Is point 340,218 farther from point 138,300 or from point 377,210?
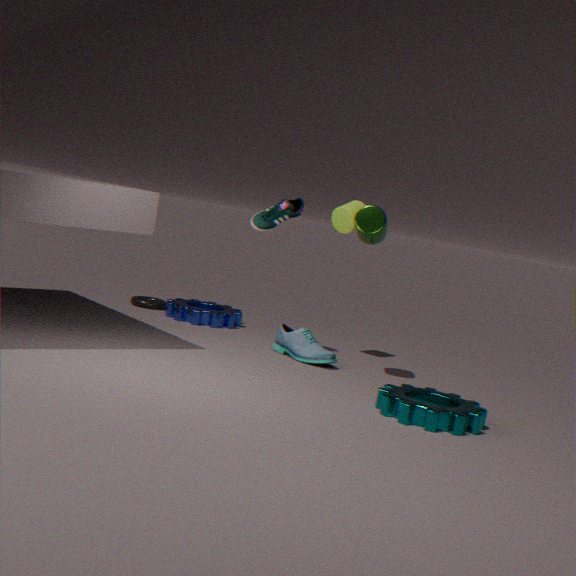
point 138,300
